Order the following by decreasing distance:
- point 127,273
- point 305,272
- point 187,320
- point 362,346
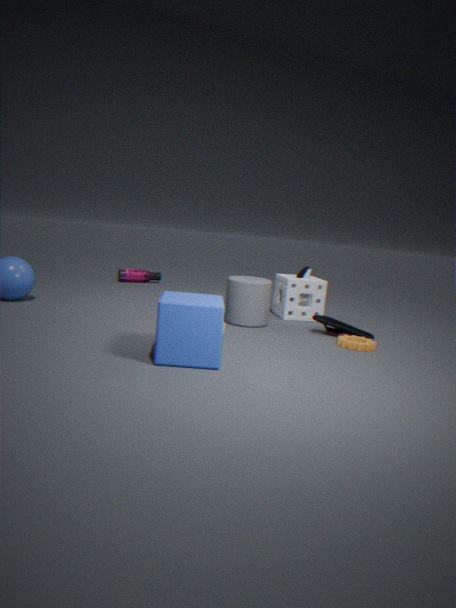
point 127,273
point 305,272
point 362,346
point 187,320
